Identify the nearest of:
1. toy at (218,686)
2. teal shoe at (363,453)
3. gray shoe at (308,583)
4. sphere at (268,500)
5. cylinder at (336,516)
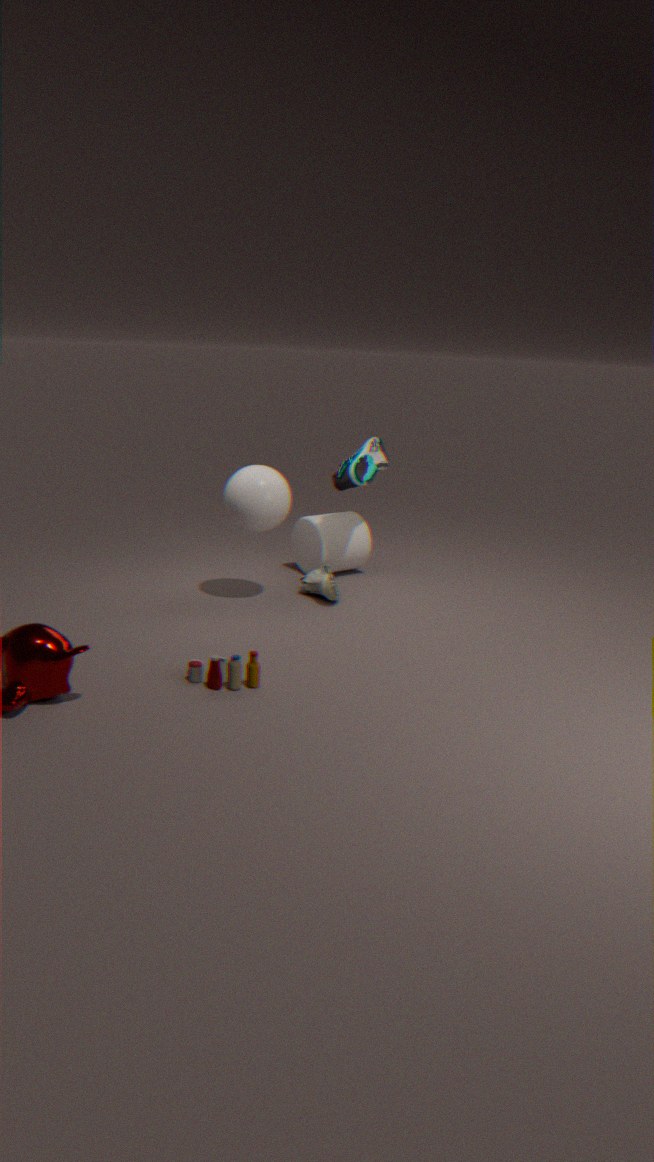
toy at (218,686)
